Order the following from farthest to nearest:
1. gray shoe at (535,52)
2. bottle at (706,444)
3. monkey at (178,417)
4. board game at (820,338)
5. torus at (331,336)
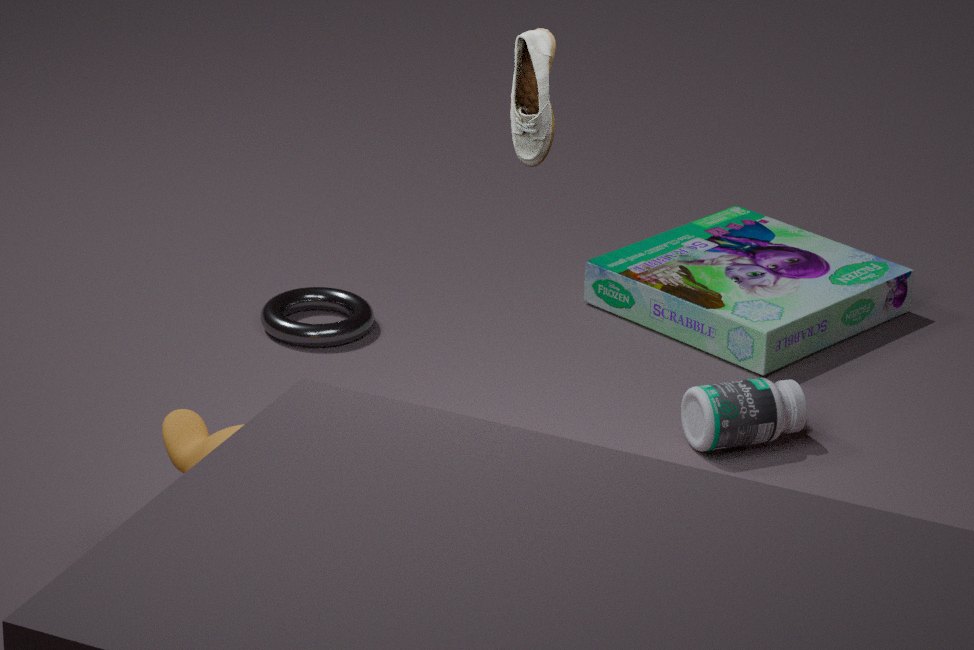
torus at (331,336) < board game at (820,338) < bottle at (706,444) < monkey at (178,417) < gray shoe at (535,52)
